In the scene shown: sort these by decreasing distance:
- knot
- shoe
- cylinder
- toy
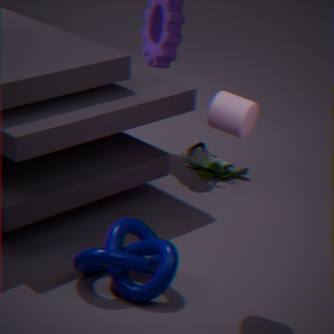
shoe
toy
knot
cylinder
